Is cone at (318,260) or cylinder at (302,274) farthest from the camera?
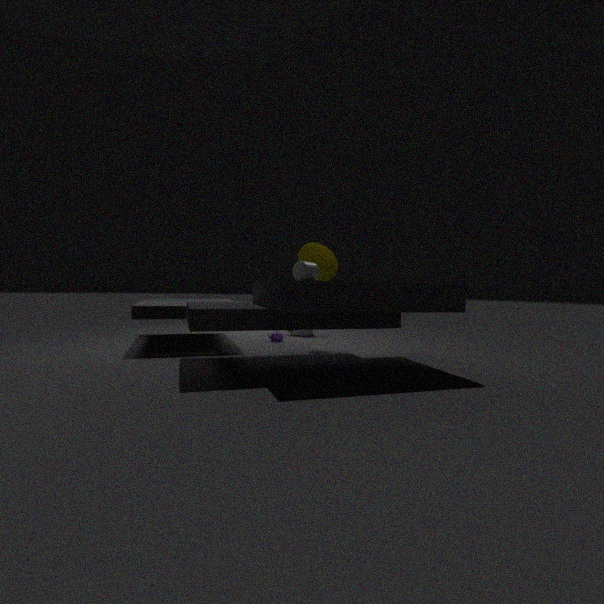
cone at (318,260)
